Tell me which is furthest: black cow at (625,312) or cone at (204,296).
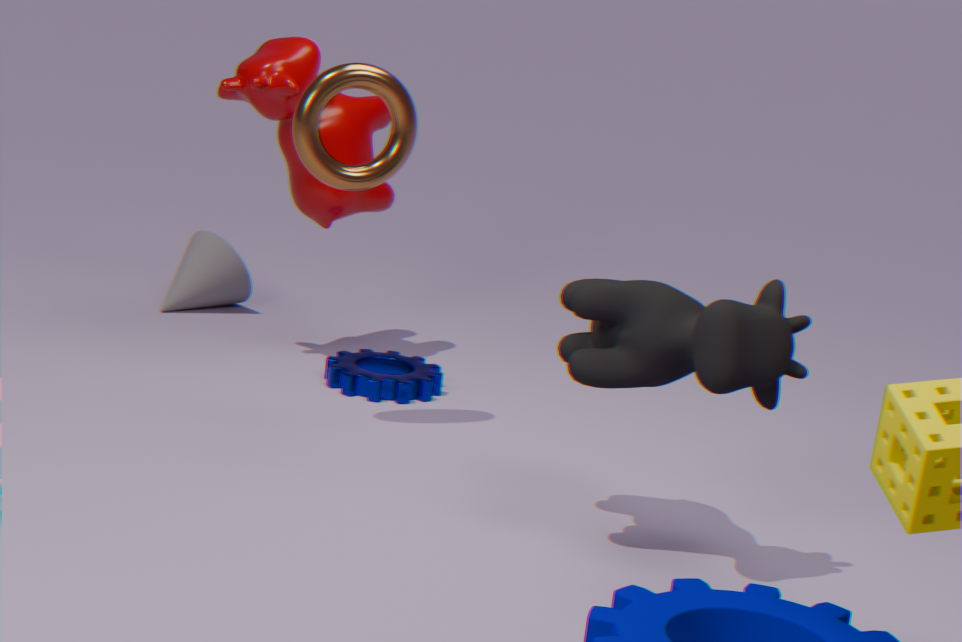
cone at (204,296)
